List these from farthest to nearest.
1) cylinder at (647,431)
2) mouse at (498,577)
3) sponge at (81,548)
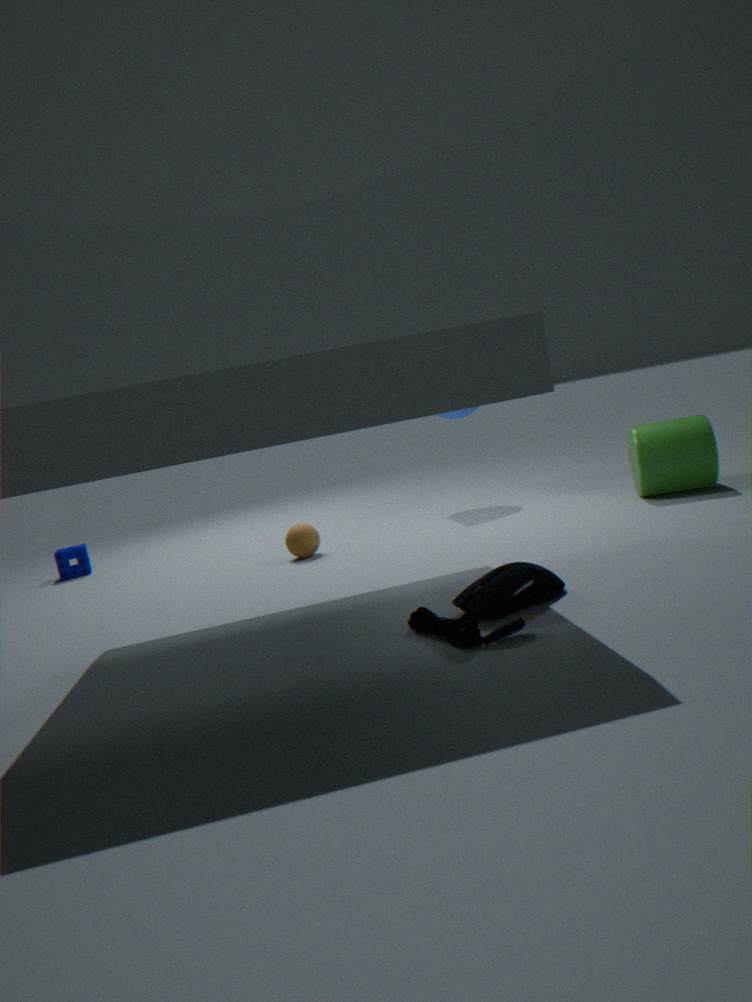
1. 3. sponge at (81,548)
2. 1. cylinder at (647,431)
3. 2. mouse at (498,577)
